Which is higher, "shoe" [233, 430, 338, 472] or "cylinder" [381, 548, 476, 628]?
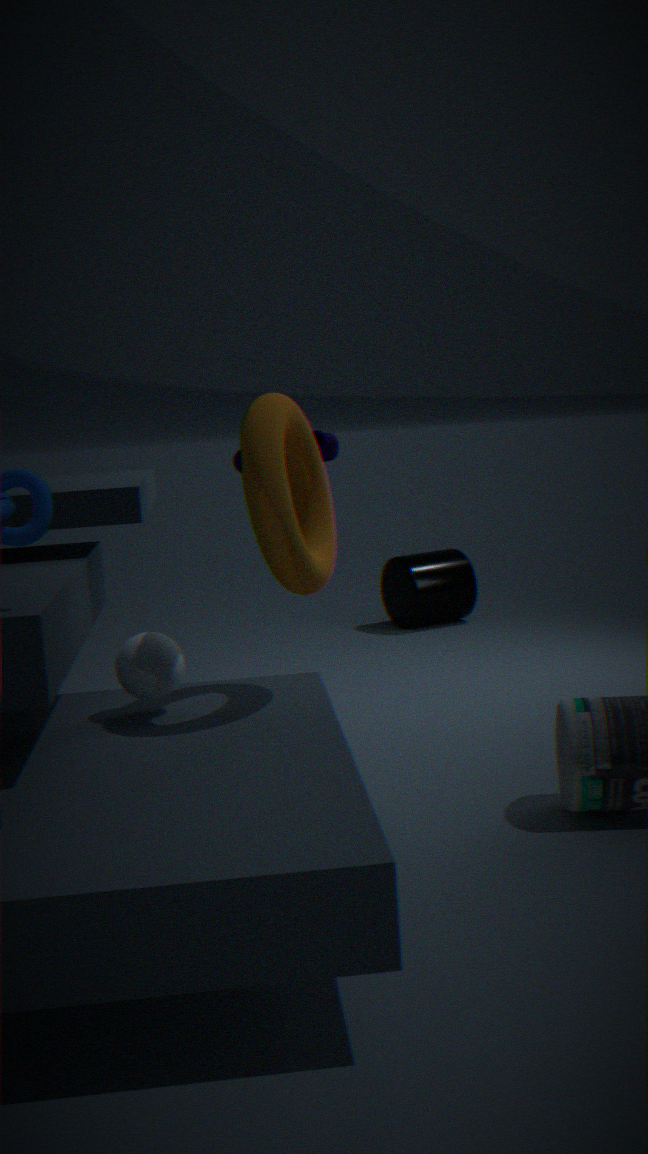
"shoe" [233, 430, 338, 472]
